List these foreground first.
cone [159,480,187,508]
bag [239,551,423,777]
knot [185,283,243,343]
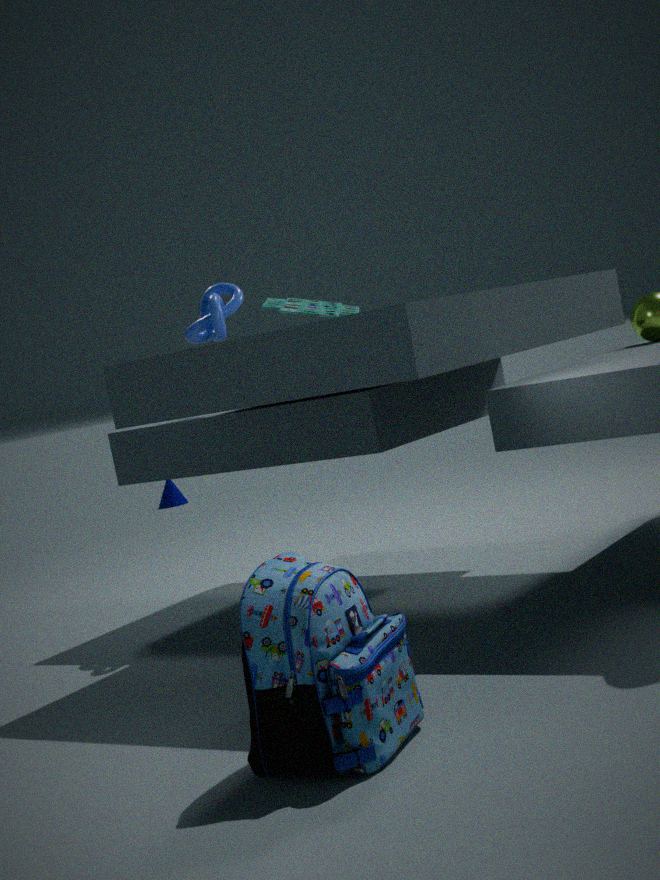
bag [239,551,423,777]
knot [185,283,243,343]
cone [159,480,187,508]
